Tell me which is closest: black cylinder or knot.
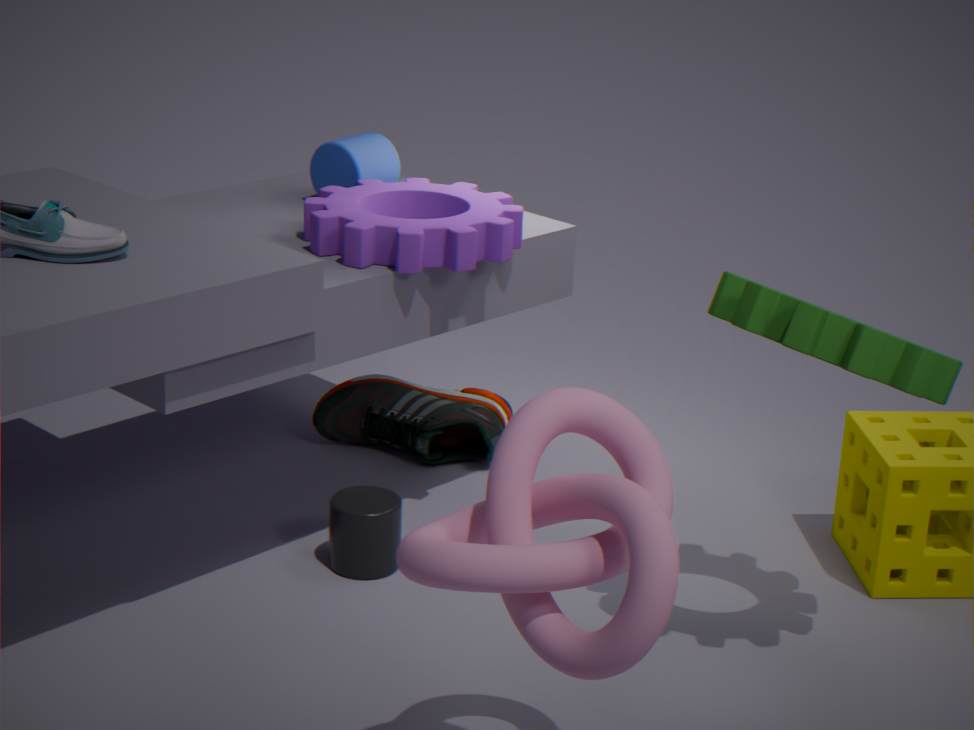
knot
